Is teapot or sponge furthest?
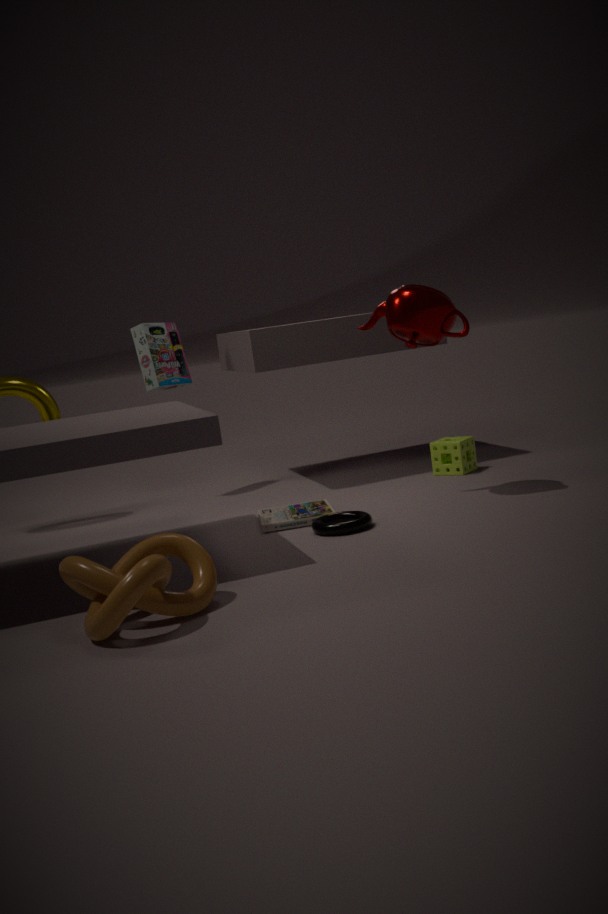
sponge
